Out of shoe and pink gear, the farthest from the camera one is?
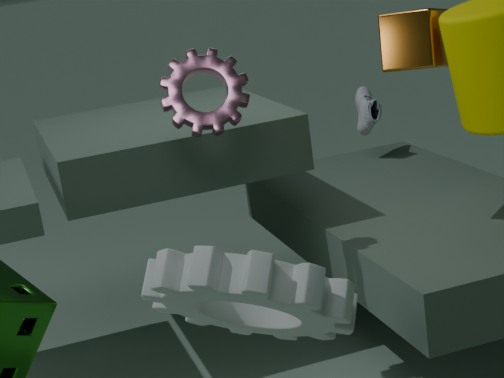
shoe
